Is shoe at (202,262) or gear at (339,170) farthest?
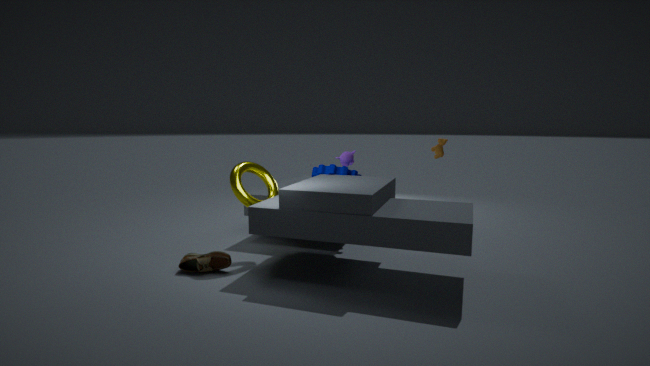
gear at (339,170)
